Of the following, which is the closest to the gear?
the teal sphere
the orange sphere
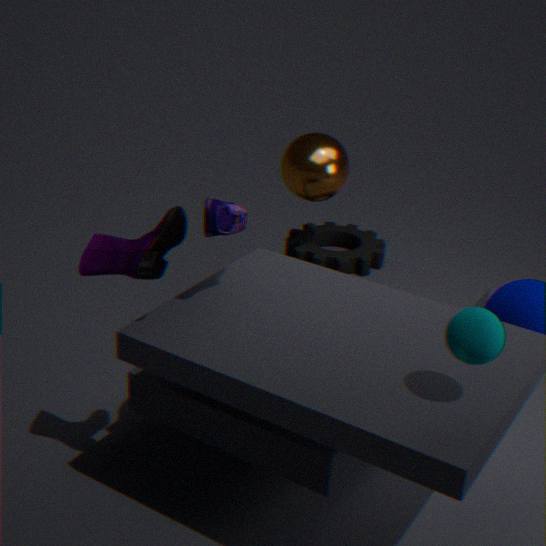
the orange sphere
